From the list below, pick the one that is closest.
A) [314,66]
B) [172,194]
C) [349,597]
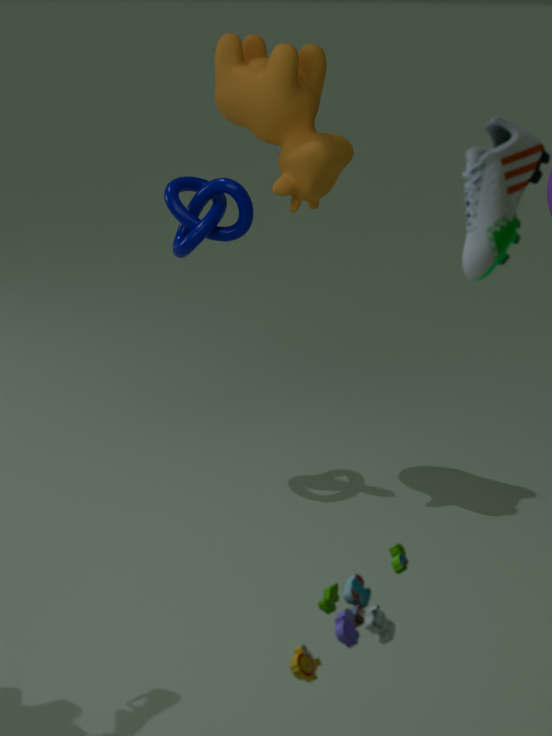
[349,597]
